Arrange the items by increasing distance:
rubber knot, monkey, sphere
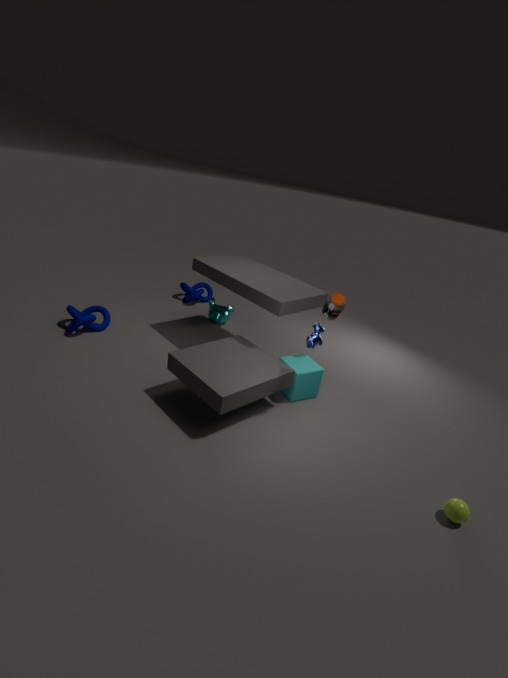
sphere, rubber knot, monkey
